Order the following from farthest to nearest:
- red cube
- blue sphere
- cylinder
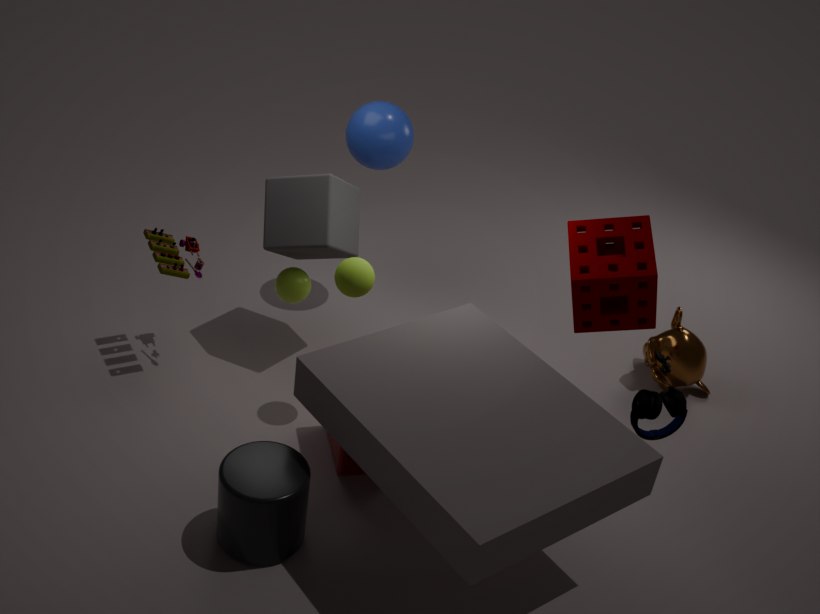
blue sphere < red cube < cylinder
